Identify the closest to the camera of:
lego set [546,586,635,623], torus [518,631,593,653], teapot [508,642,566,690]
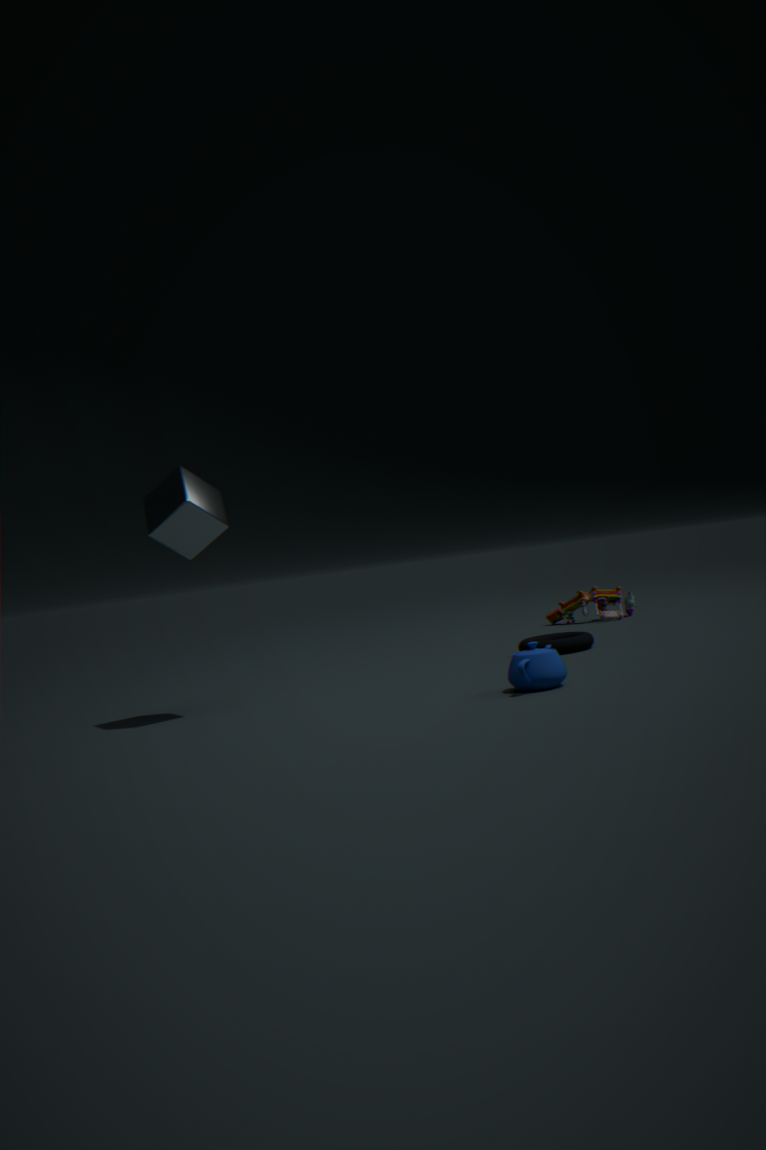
teapot [508,642,566,690]
